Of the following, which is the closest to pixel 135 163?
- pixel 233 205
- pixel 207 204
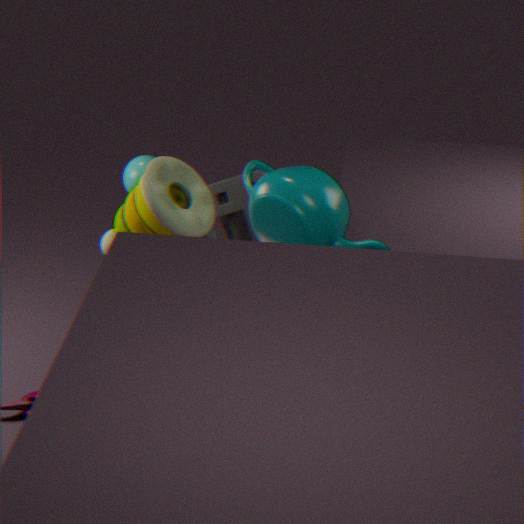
pixel 233 205
